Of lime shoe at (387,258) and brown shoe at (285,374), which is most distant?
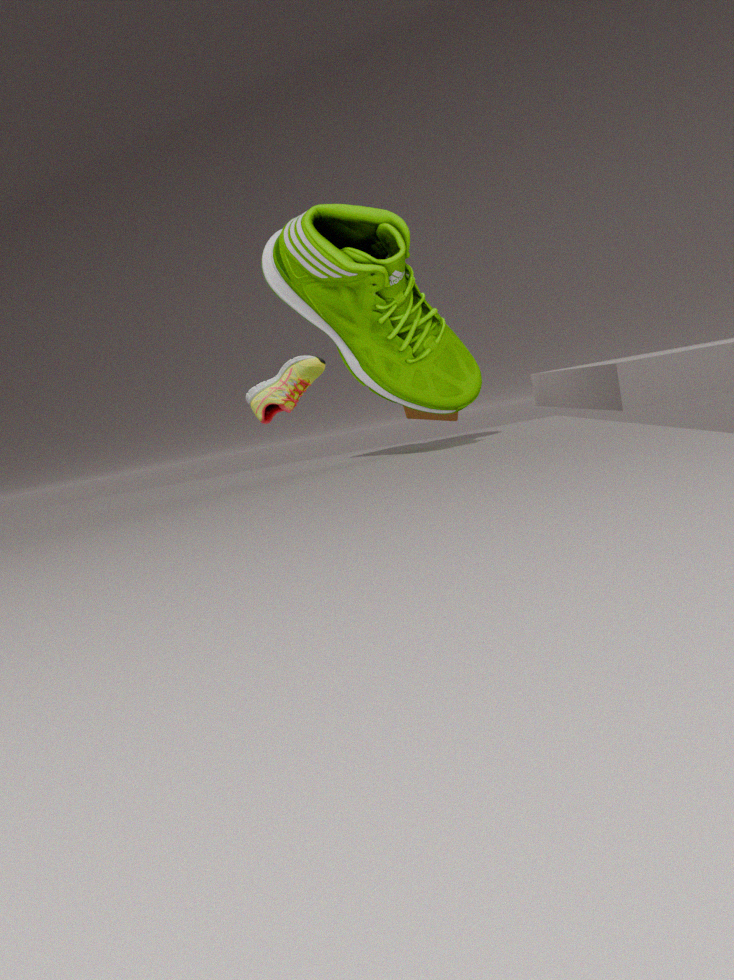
brown shoe at (285,374)
